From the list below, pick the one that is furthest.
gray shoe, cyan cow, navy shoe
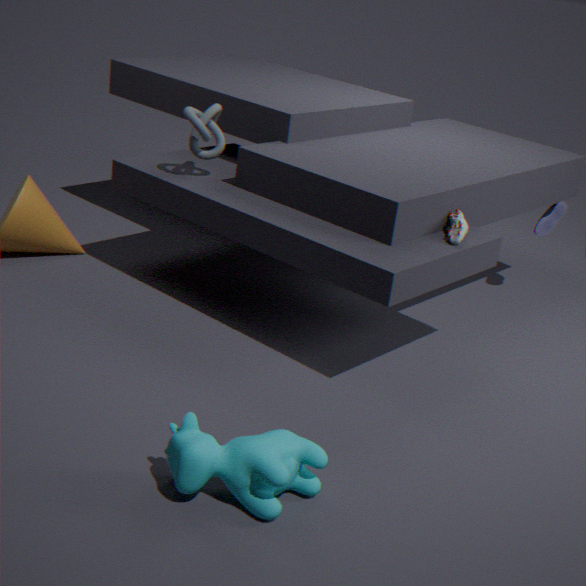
navy shoe
